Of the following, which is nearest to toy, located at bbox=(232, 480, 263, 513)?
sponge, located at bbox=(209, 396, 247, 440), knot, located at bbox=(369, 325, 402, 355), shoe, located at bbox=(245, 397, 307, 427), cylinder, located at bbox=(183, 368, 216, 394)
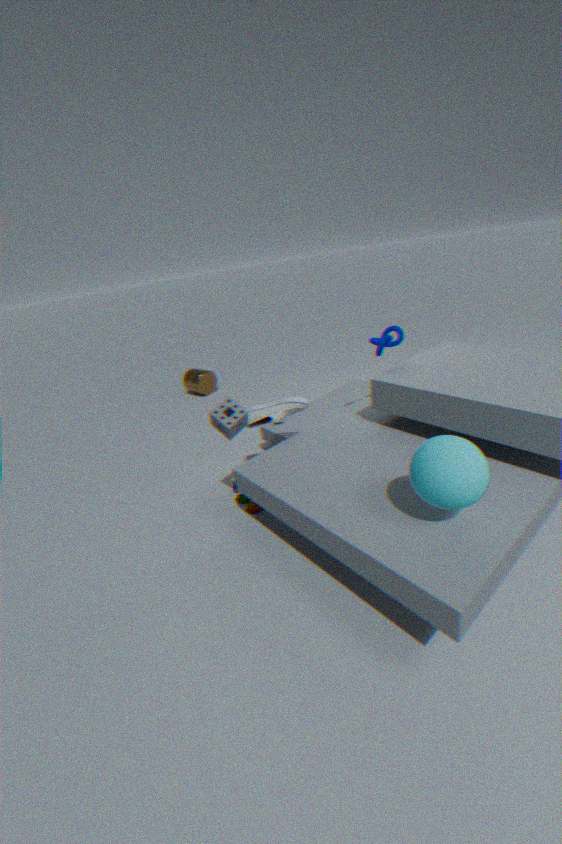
shoe, located at bbox=(245, 397, 307, 427)
